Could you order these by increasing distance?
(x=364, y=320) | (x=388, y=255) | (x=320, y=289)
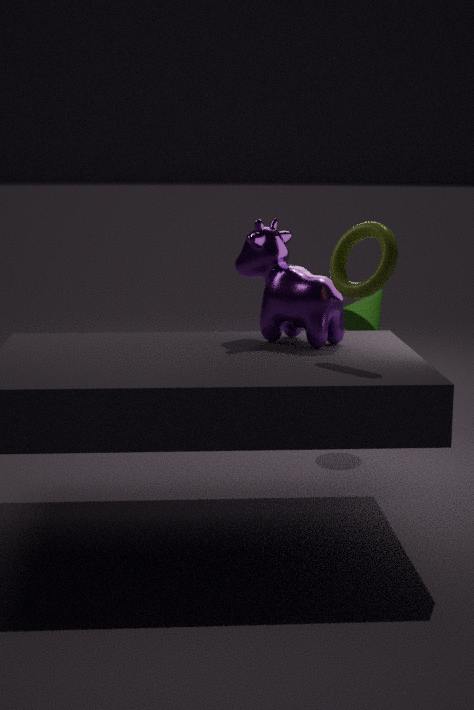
(x=388, y=255), (x=320, y=289), (x=364, y=320)
